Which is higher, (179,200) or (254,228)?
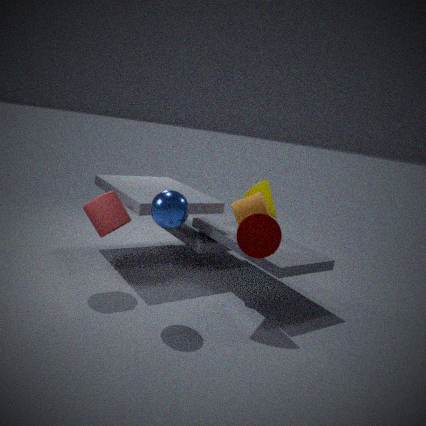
(179,200)
